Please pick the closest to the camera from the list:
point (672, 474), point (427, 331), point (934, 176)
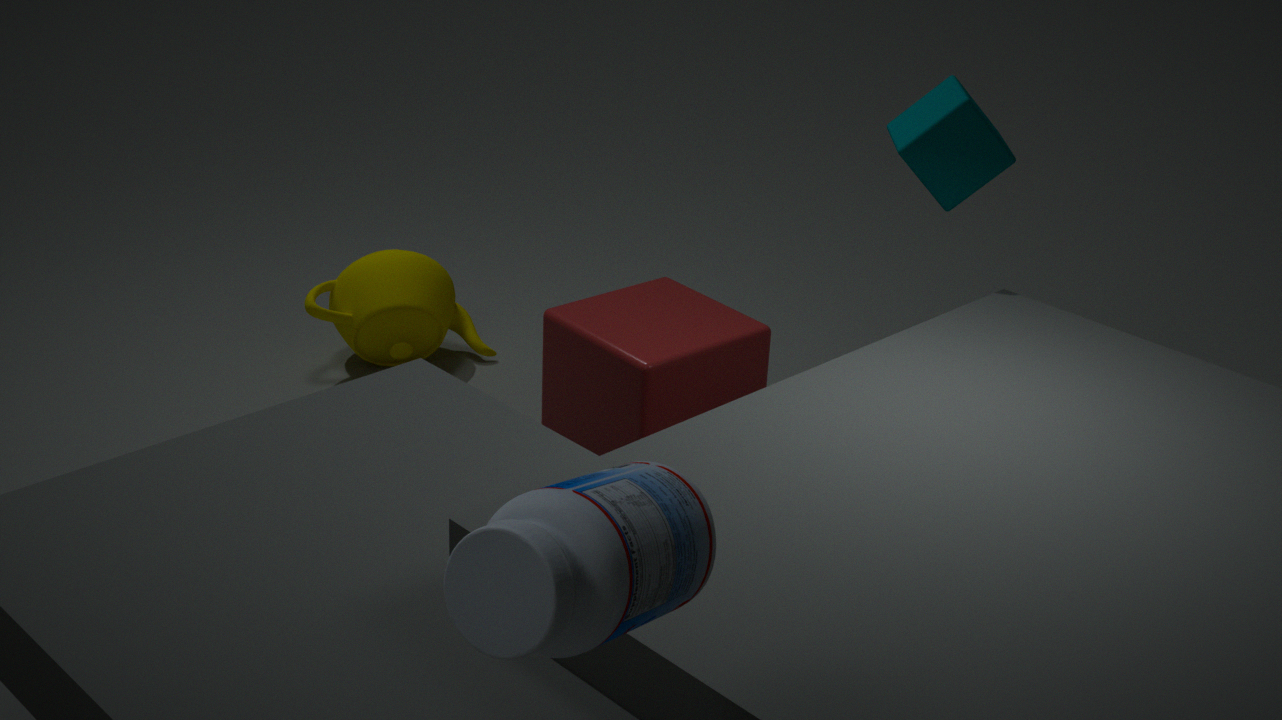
point (672, 474)
